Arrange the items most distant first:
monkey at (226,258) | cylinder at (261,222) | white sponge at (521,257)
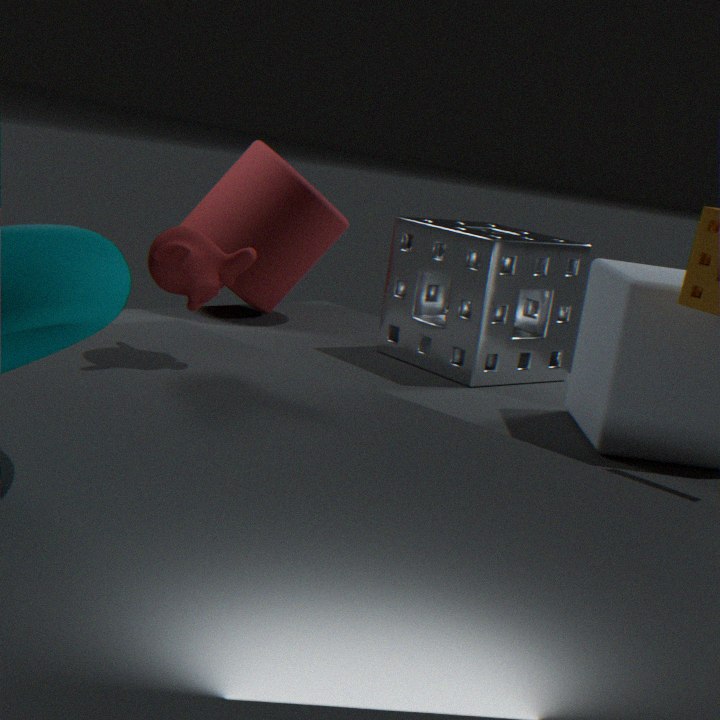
cylinder at (261,222), white sponge at (521,257), monkey at (226,258)
